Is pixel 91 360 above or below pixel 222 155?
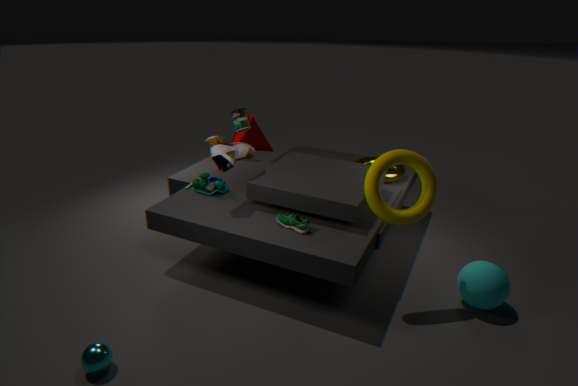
below
